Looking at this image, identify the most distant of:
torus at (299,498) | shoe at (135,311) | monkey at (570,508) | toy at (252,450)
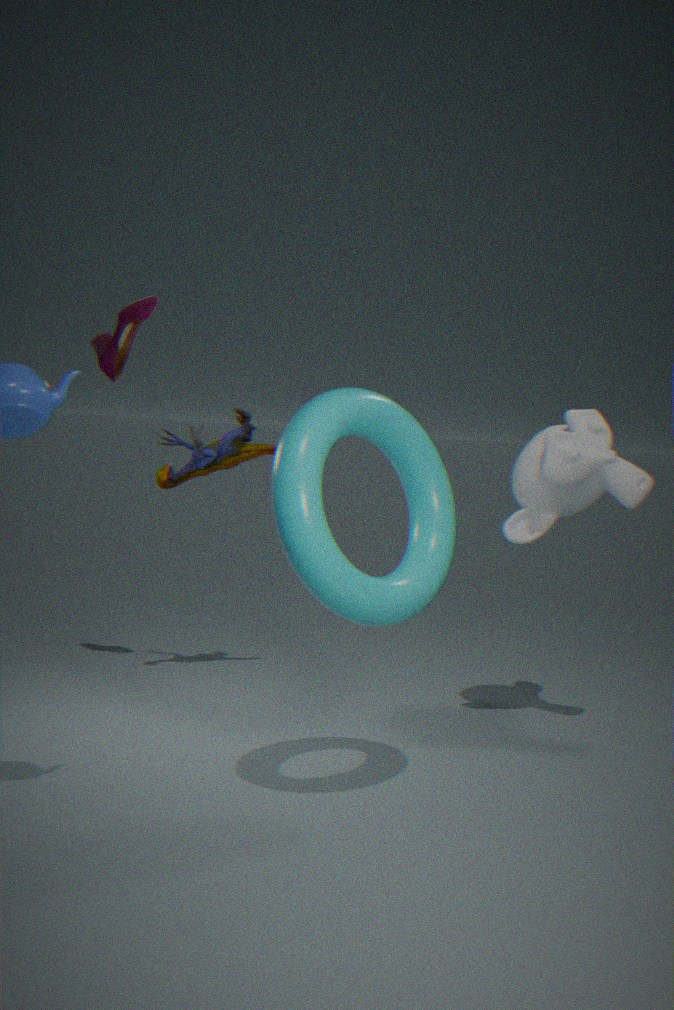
toy at (252,450)
